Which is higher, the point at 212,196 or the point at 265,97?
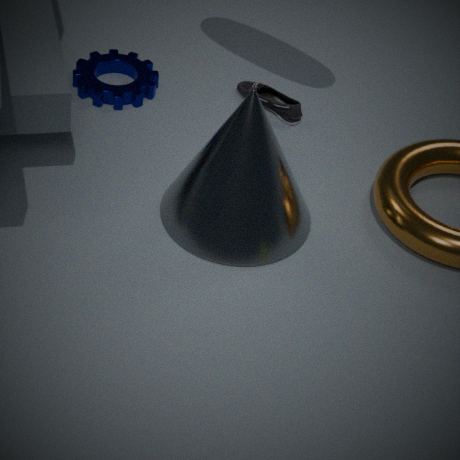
the point at 212,196
